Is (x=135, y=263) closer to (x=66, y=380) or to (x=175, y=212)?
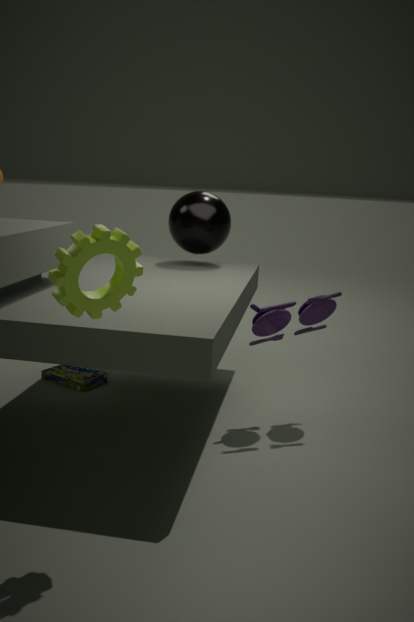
(x=66, y=380)
